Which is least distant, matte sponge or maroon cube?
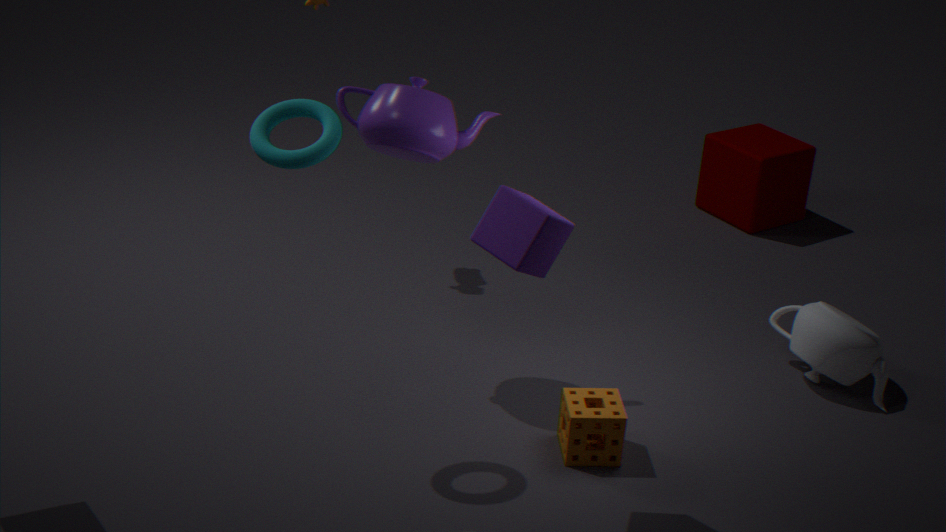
matte sponge
